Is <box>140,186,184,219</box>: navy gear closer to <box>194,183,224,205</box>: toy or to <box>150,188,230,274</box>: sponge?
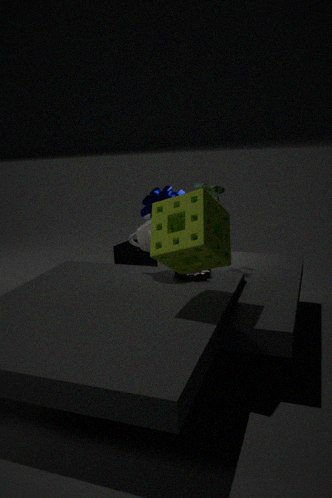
<box>194,183,224,205</box>: toy
